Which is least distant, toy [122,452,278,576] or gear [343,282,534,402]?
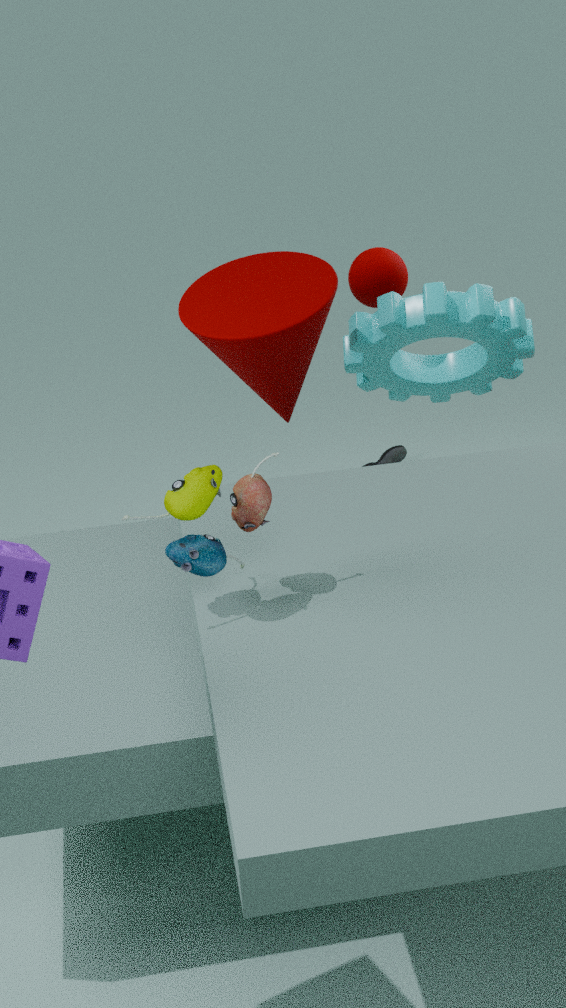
toy [122,452,278,576]
